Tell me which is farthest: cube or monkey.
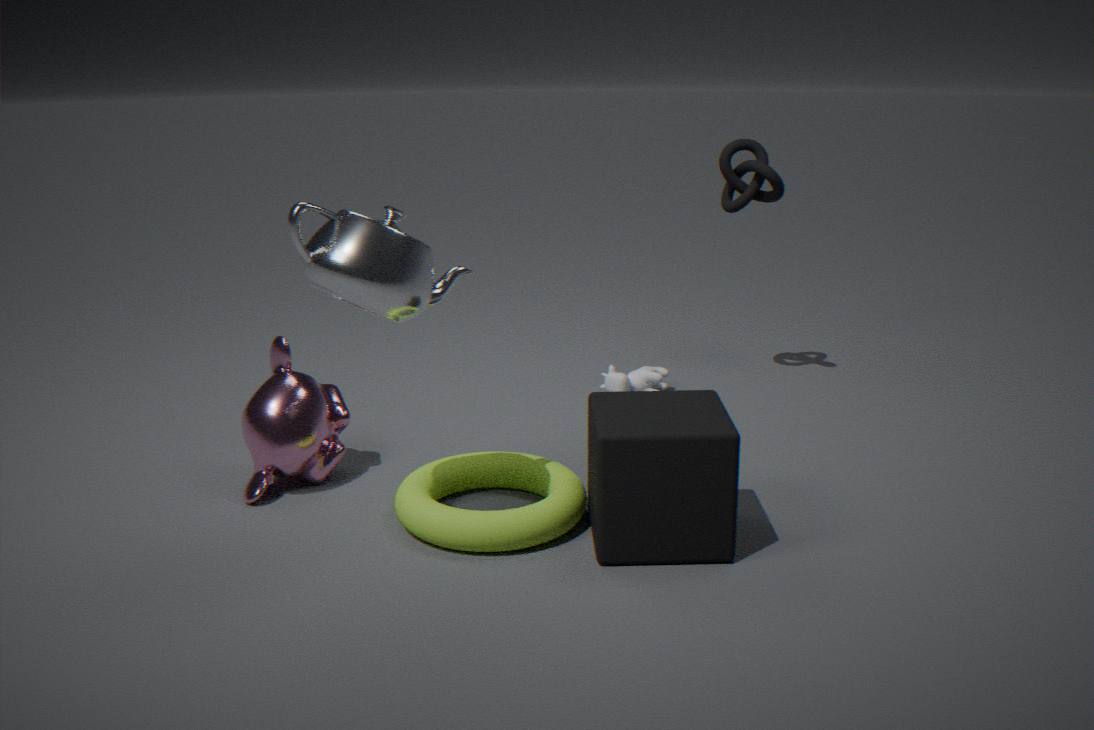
monkey
